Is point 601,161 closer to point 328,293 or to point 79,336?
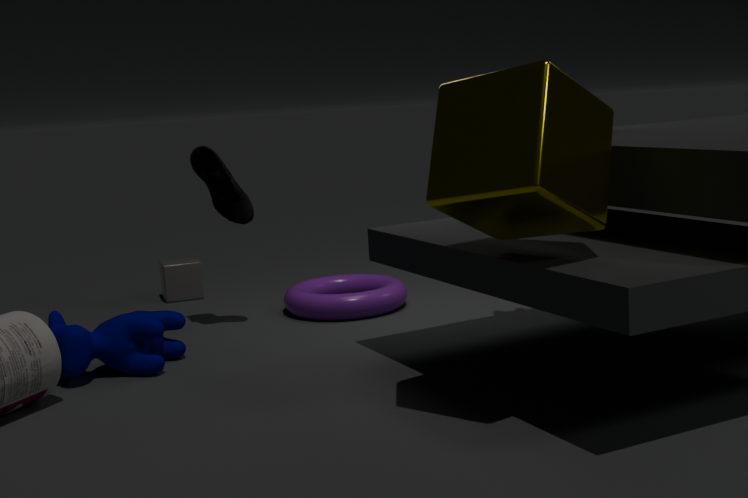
point 79,336
